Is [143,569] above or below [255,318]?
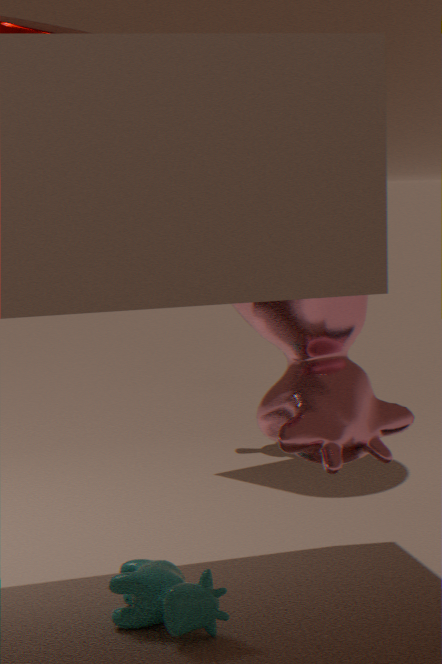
below
